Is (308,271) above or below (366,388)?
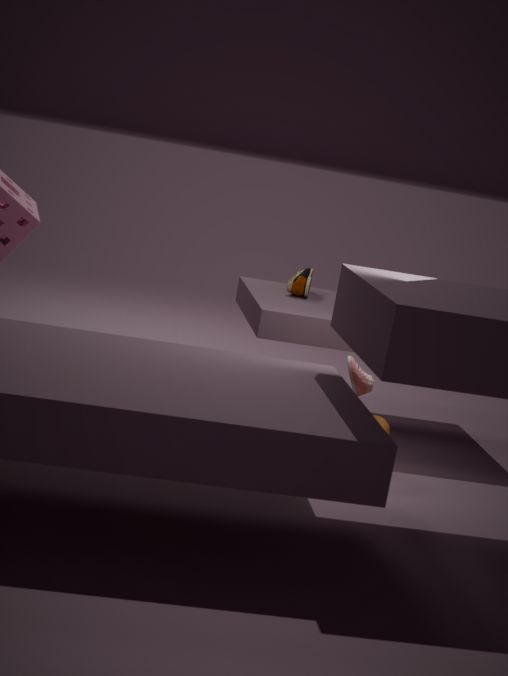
above
